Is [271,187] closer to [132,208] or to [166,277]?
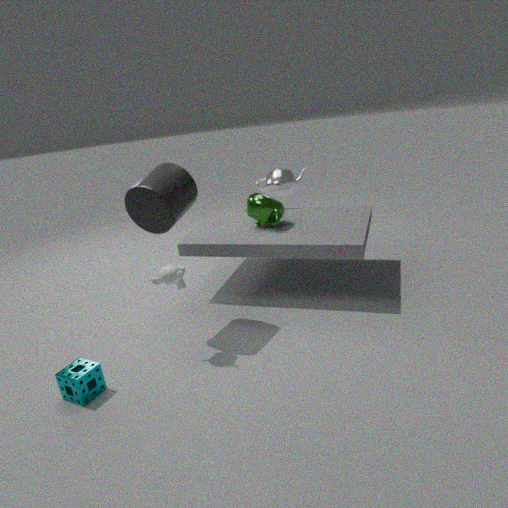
[132,208]
